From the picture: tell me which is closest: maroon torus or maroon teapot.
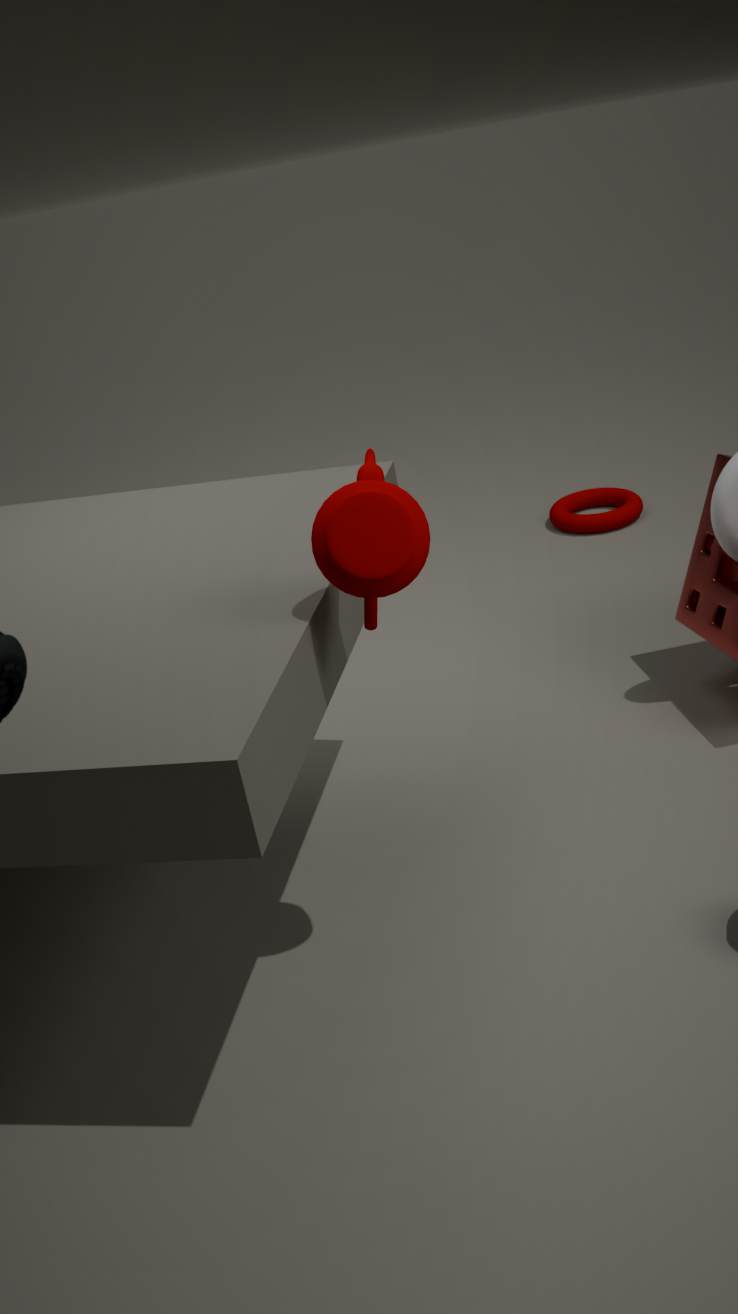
maroon teapot
